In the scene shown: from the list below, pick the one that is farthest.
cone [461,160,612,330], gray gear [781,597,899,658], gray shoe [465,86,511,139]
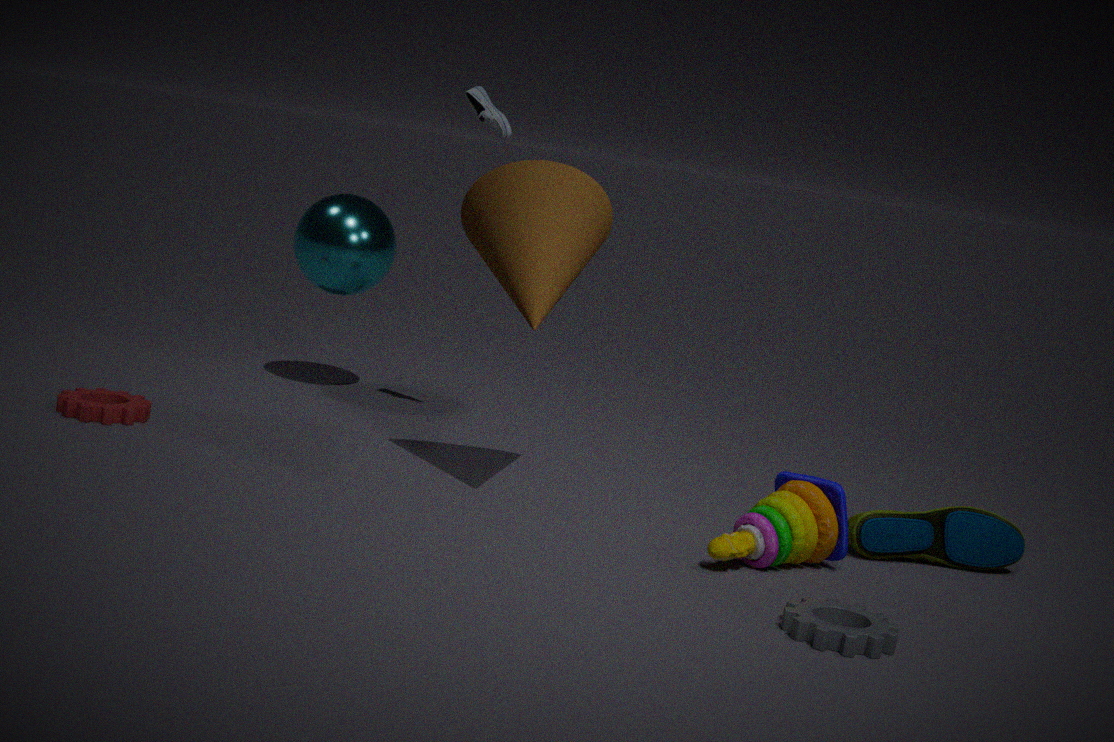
gray shoe [465,86,511,139]
